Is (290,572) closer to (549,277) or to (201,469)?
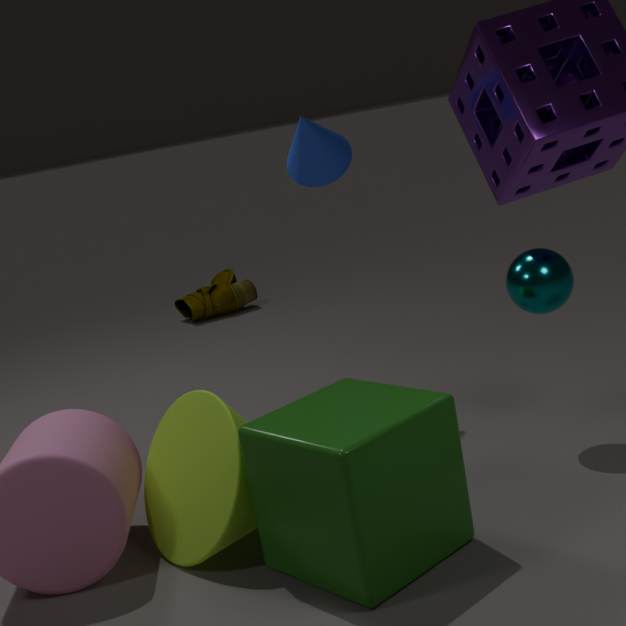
(201,469)
